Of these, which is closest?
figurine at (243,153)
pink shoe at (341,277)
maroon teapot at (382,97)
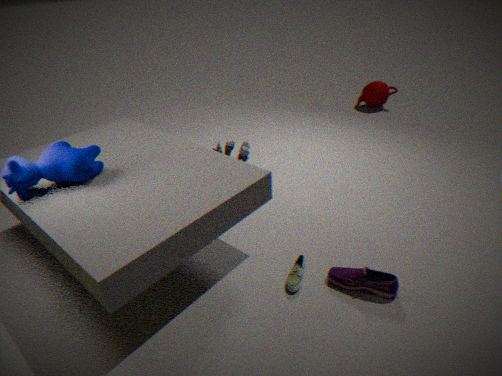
pink shoe at (341,277)
